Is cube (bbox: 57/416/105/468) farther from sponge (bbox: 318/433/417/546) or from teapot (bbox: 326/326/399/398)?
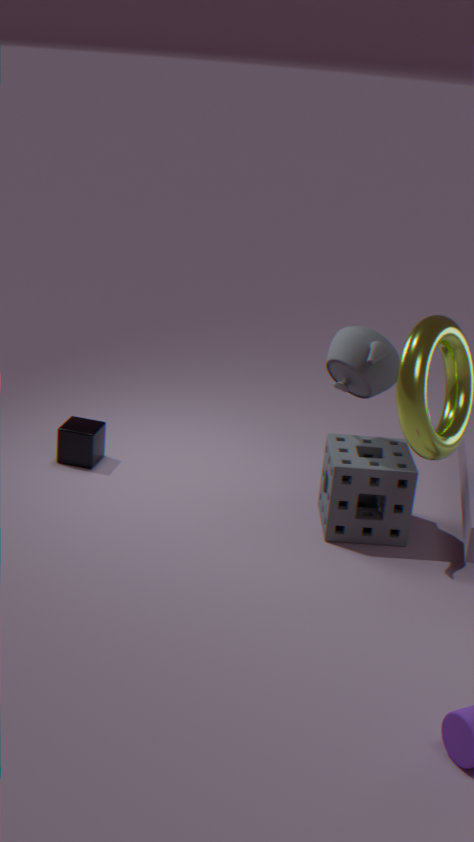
teapot (bbox: 326/326/399/398)
